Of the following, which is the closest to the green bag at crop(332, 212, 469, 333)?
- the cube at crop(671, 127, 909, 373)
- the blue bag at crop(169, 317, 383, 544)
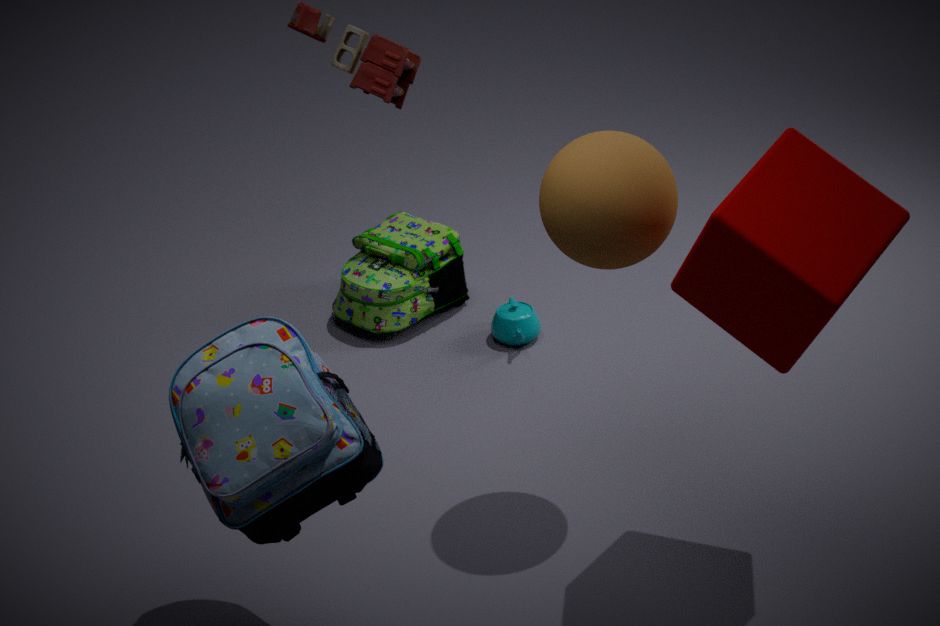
the blue bag at crop(169, 317, 383, 544)
